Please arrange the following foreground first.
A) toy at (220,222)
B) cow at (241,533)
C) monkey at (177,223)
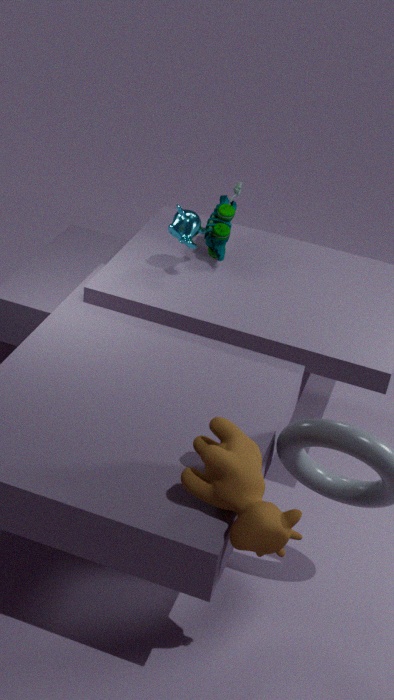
1. cow at (241,533)
2. monkey at (177,223)
3. toy at (220,222)
